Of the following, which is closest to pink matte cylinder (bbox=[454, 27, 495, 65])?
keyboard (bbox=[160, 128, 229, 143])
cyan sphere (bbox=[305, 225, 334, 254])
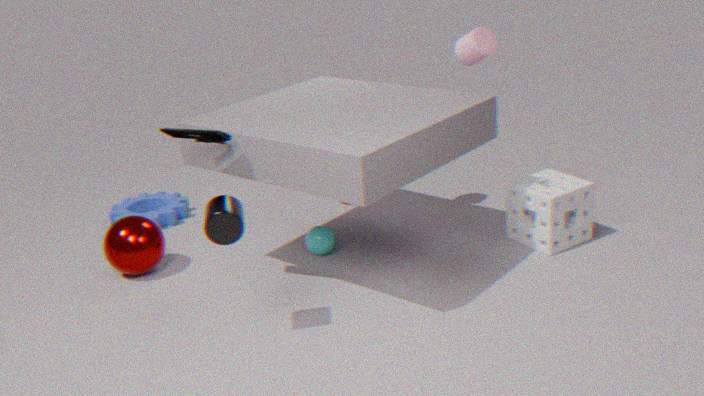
cyan sphere (bbox=[305, 225, 334, 254])
